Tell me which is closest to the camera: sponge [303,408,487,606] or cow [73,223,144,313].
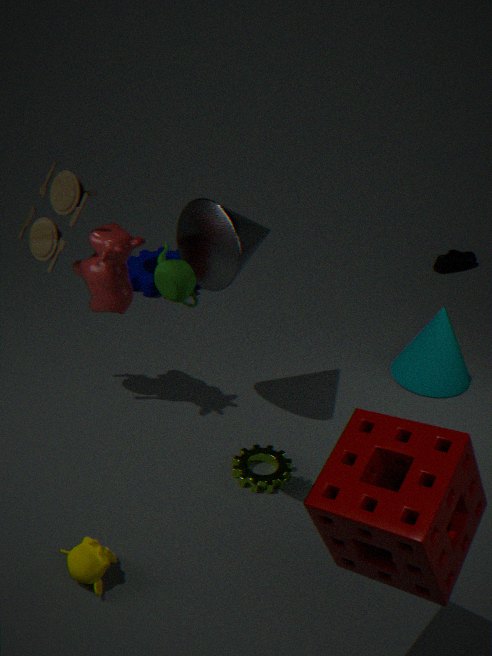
sponge [303,408,487,606]
